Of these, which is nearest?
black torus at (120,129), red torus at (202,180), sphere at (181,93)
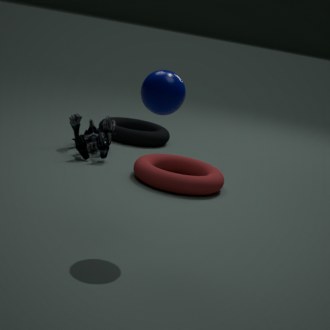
sphere at (181,93)
